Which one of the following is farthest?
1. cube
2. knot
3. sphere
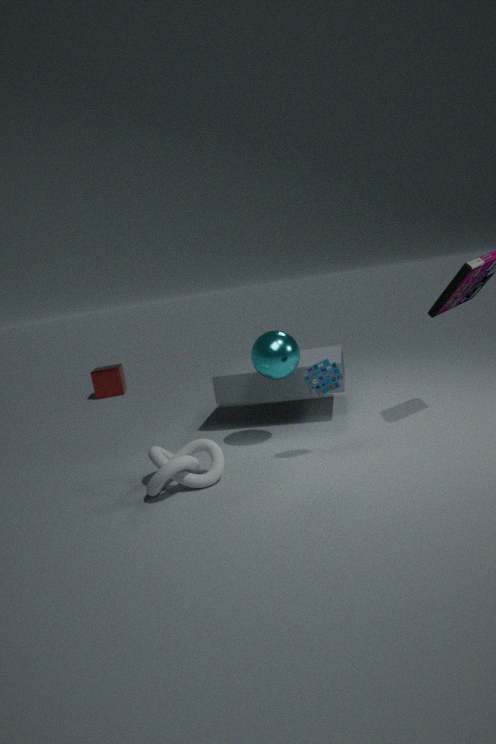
cube
